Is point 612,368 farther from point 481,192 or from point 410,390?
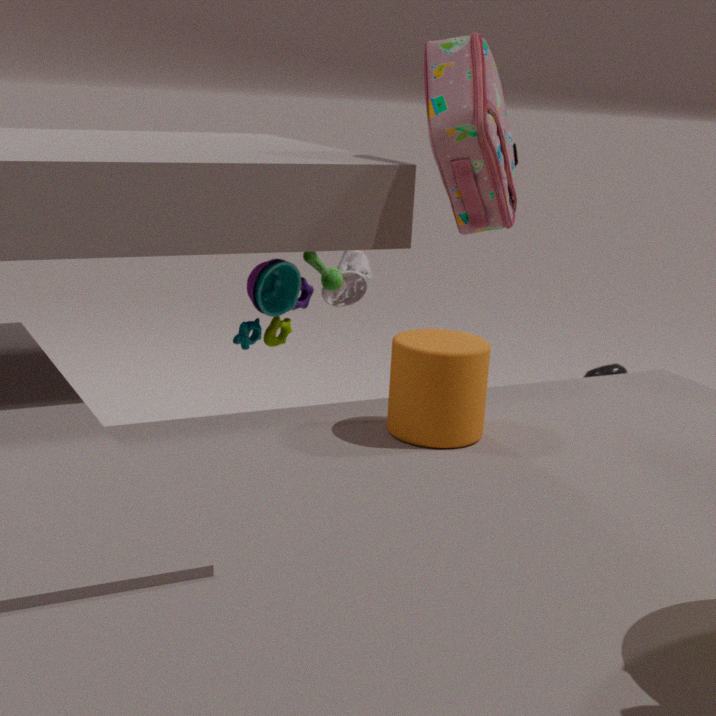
point 410,390
